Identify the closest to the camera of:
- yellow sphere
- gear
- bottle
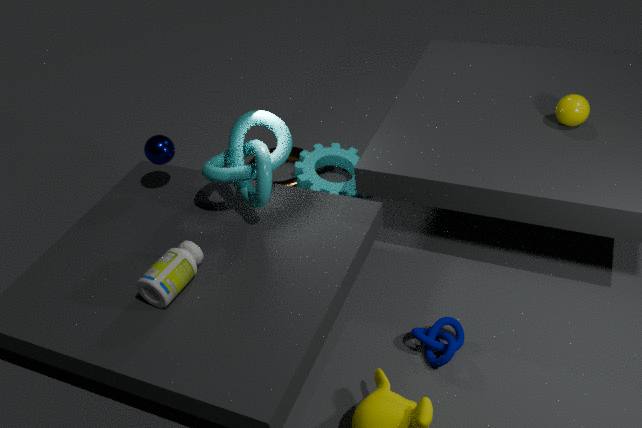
bottle
